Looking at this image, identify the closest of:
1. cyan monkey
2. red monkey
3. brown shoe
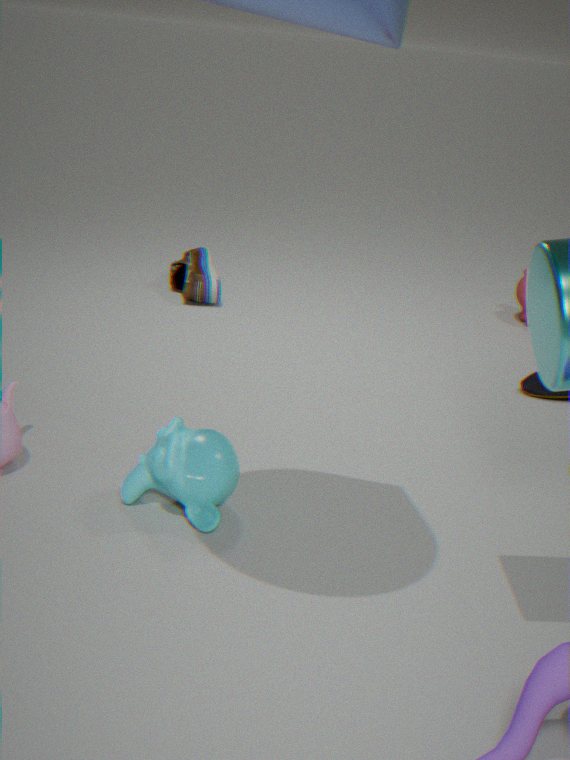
cyan monkey
